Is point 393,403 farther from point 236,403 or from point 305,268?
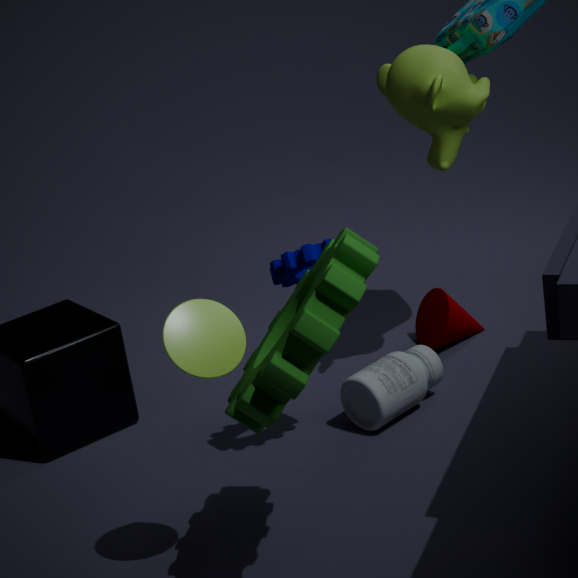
point 236,403
